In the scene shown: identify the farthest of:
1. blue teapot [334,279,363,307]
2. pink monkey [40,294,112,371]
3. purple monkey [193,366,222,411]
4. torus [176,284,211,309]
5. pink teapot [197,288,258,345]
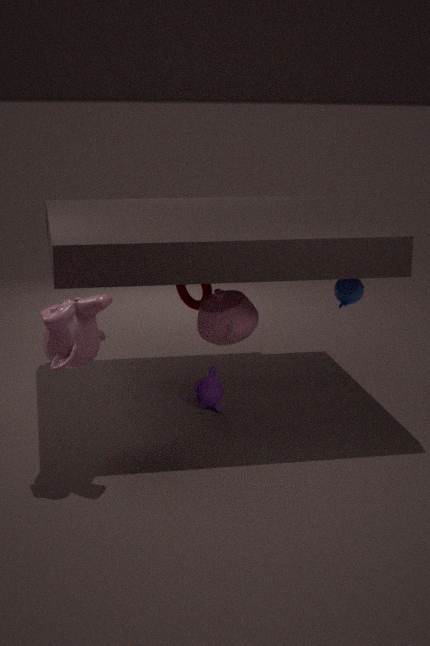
blue teapot [334,279,363,307]
